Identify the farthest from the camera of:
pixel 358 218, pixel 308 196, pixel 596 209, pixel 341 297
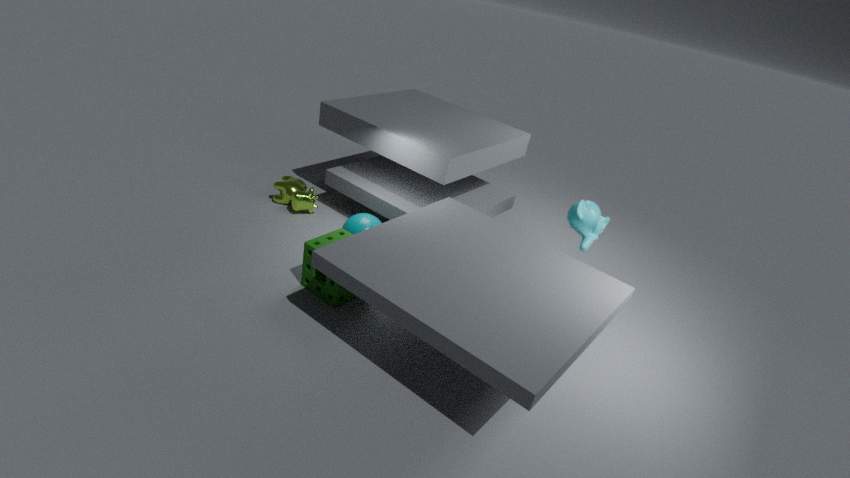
pixel 308 196
